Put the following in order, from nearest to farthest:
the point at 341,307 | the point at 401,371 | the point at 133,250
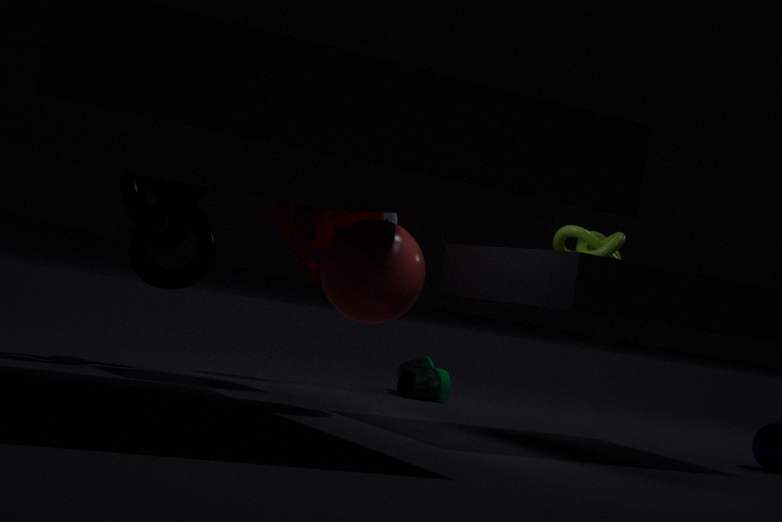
the point at 341,307
the point at 133,250
the point at 401,371
